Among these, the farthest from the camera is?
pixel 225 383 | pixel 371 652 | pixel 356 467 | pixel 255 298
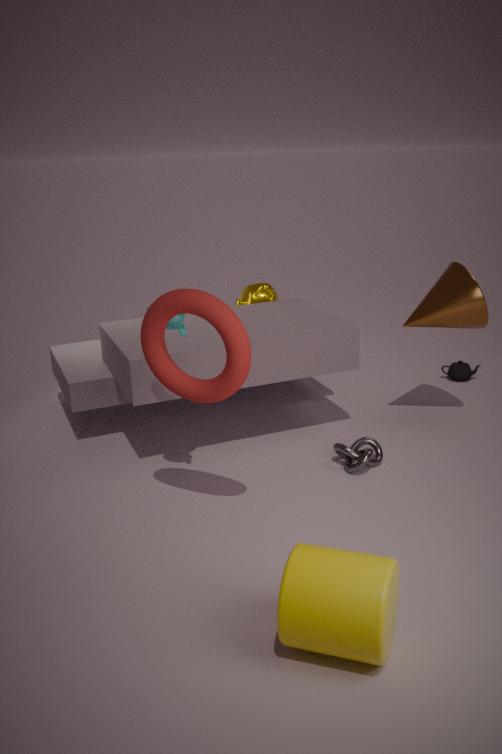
pixel 255 298
